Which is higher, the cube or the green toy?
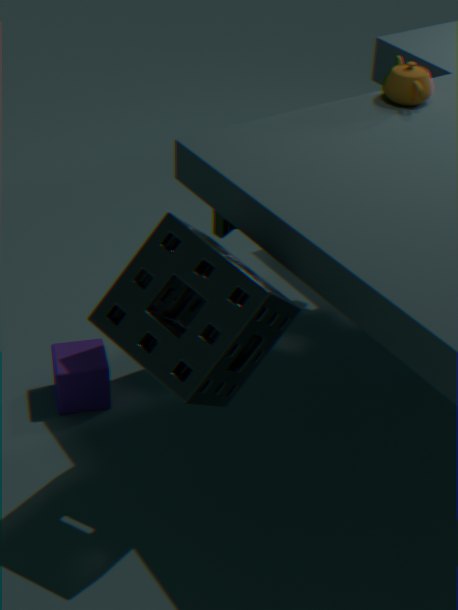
the green toy
